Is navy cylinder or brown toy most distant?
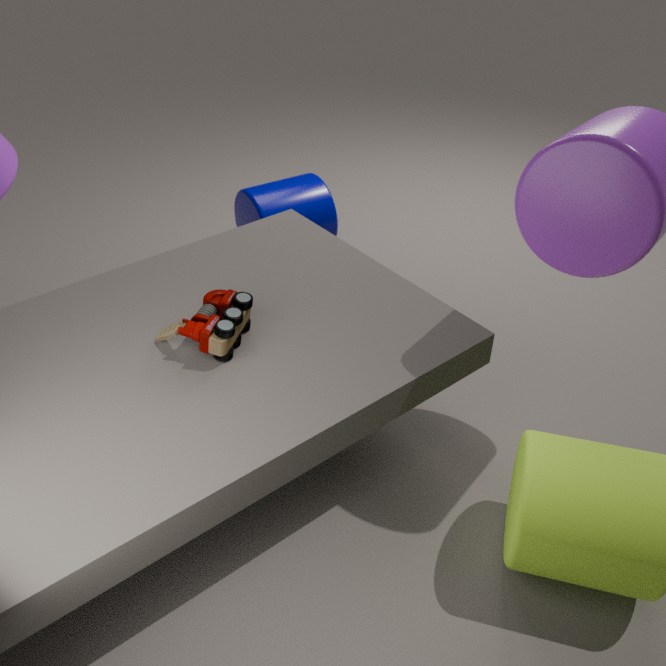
navy cylinder
